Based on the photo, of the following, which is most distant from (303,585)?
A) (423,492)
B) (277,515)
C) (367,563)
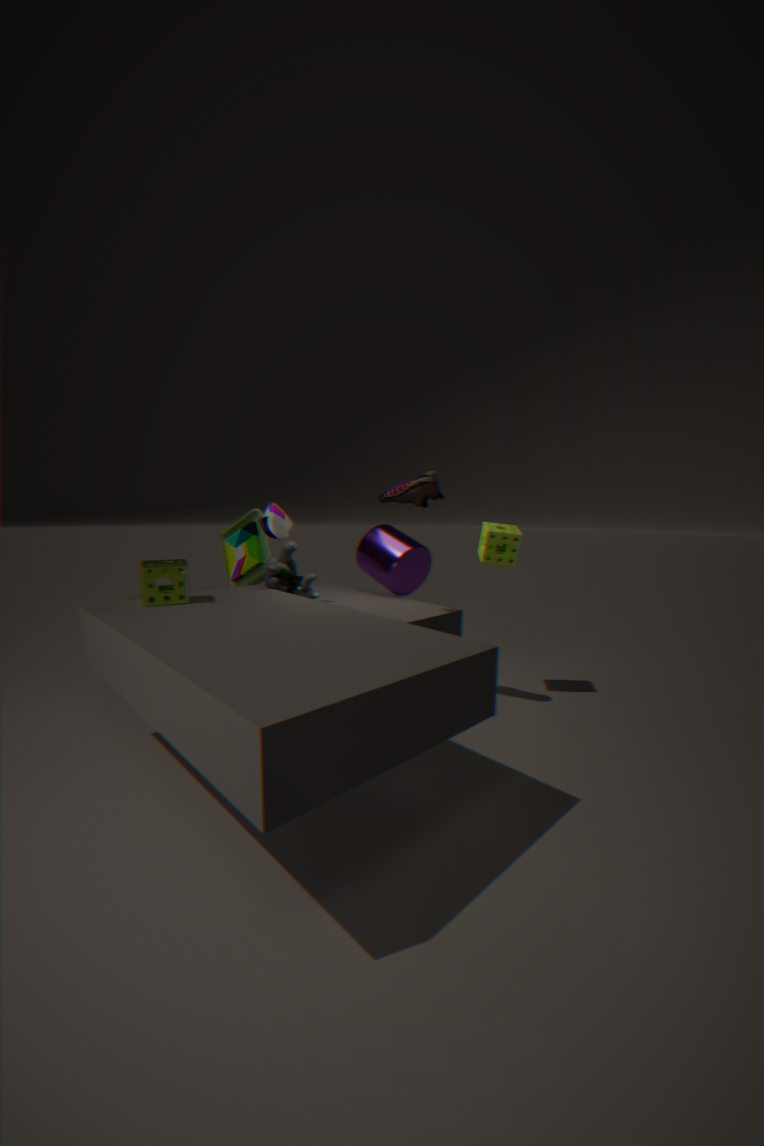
(423,492)
